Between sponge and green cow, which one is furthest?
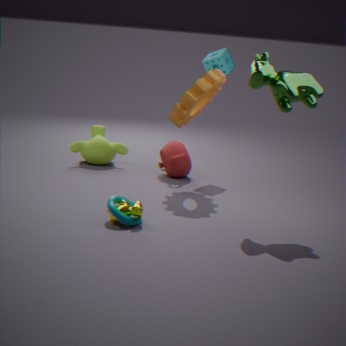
sponge
